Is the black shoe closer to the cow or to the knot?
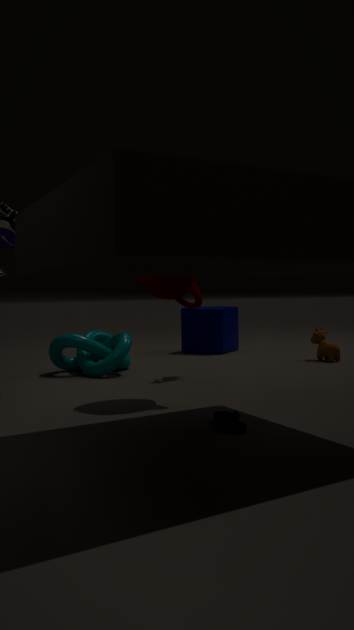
the knot
